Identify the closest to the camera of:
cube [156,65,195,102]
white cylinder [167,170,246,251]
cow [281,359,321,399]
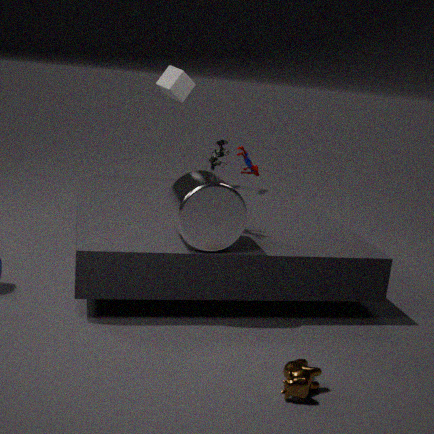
cow [281,359,321,399]
